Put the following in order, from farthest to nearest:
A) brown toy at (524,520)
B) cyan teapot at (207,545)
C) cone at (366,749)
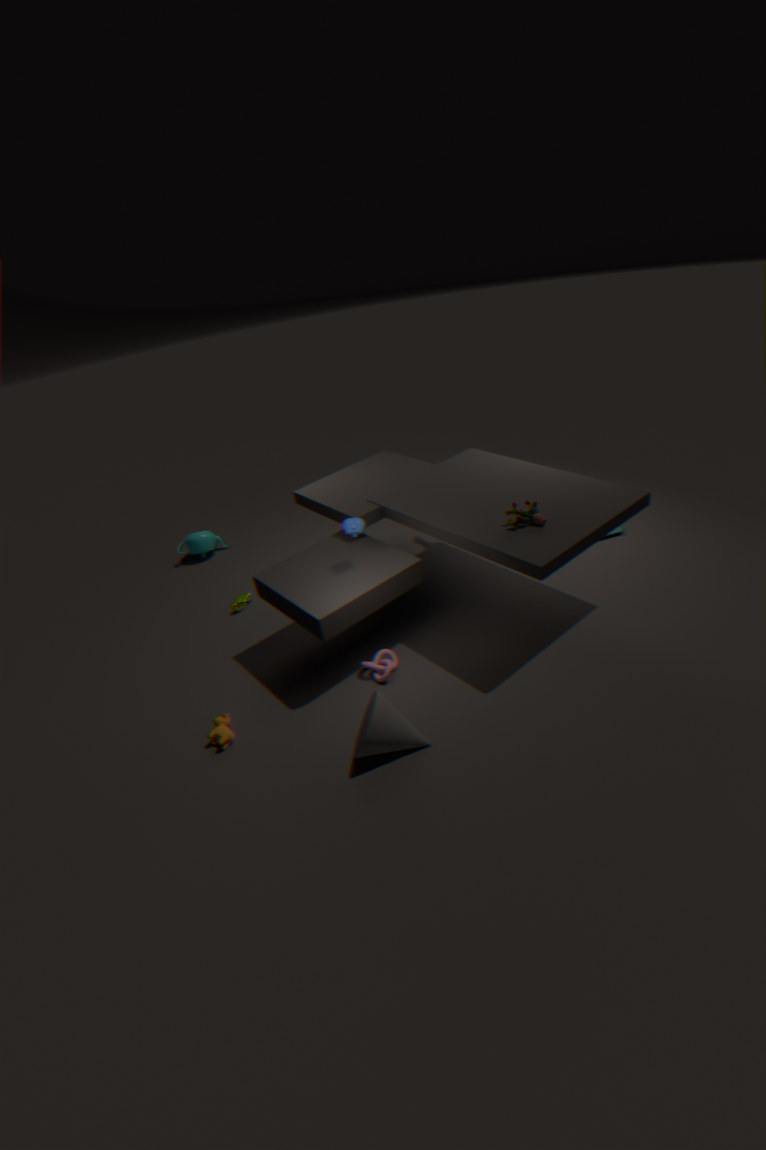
1. cyan teapot at (207,545)
2. brown toy at (524,520)
3. cone at (366,749)
